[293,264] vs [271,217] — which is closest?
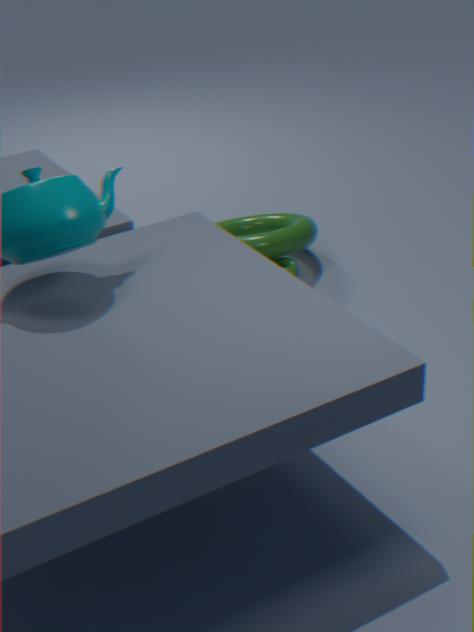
[293,264]
